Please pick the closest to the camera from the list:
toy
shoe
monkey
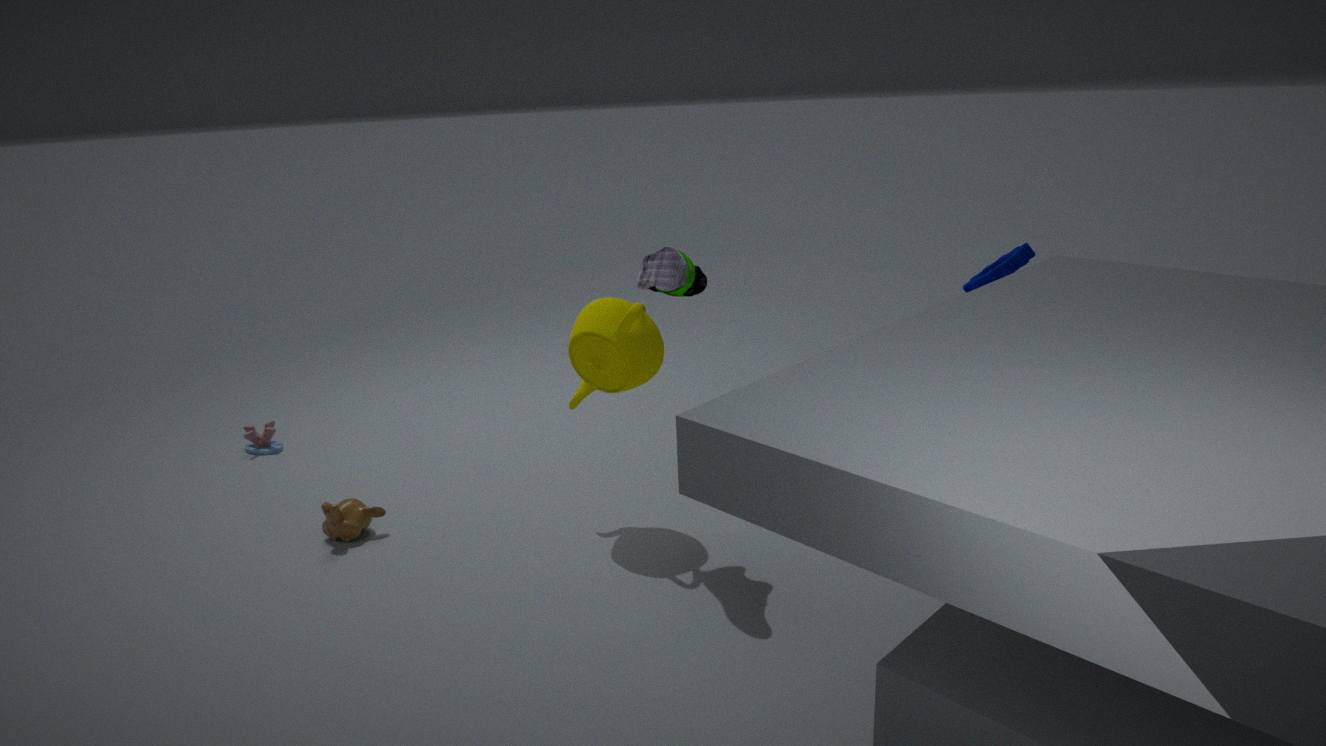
shoe
